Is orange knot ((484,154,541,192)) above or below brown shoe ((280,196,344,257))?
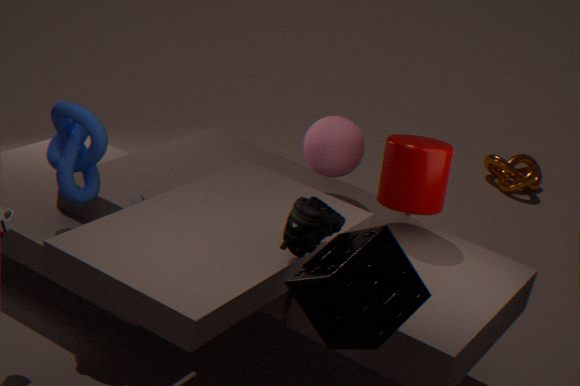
below
